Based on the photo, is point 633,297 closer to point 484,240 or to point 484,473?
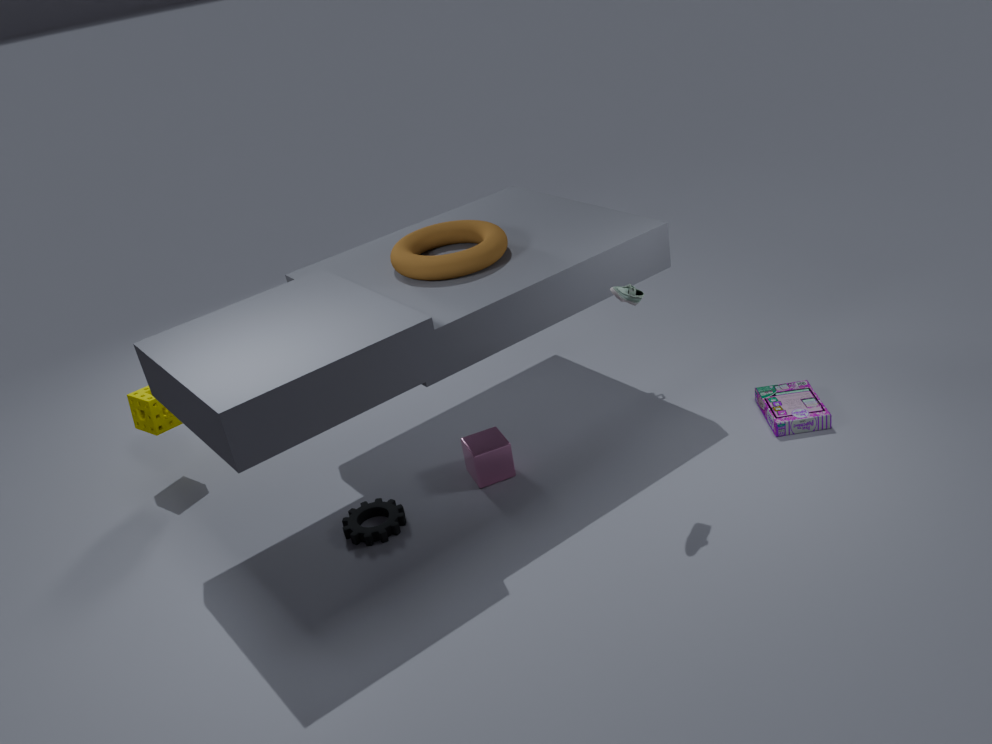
point 484,240
